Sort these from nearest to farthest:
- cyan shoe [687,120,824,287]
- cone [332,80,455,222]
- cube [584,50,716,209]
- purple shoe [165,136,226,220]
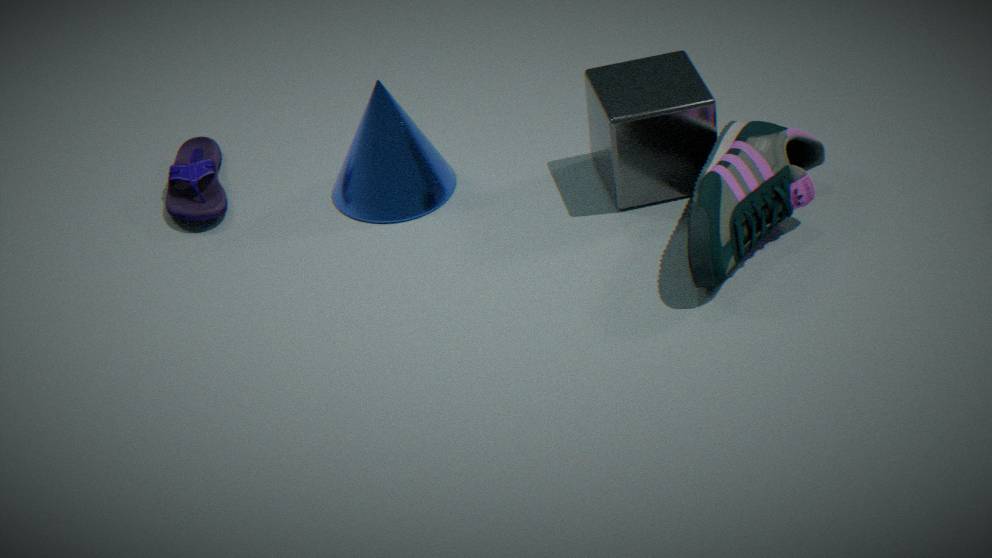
cyan shoe [687,120,824,287], cube [584,50,716,209], cone [332,80,455,222], purple shoe [165,136,226,220]
